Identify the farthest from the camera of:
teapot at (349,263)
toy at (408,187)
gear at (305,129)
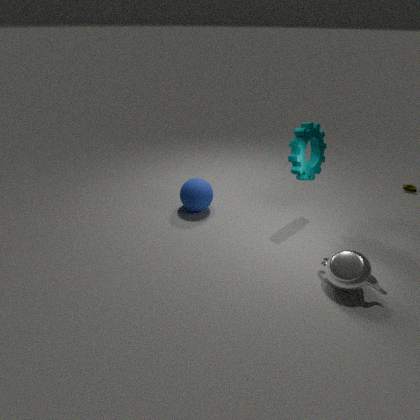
toy at (408,187)
